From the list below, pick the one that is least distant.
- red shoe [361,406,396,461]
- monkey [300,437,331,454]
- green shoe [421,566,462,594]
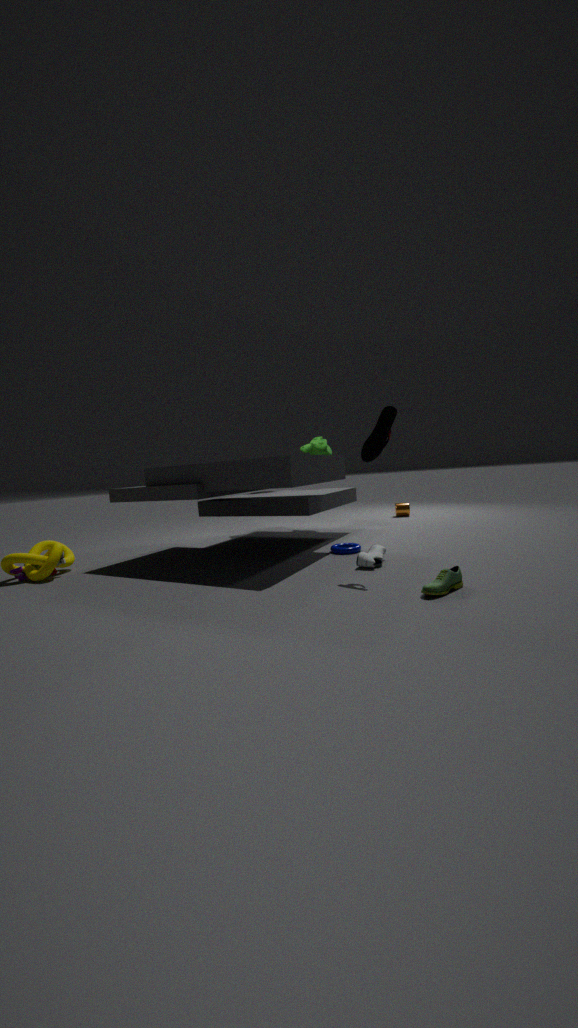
green shoe [421,566,462,594]
